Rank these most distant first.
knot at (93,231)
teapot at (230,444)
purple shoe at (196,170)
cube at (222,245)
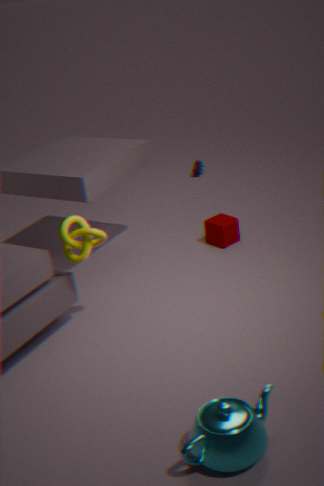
purple shoe at (196,170)
cube at (222,245)
knot at (93,231)
teapot at (230,444)
